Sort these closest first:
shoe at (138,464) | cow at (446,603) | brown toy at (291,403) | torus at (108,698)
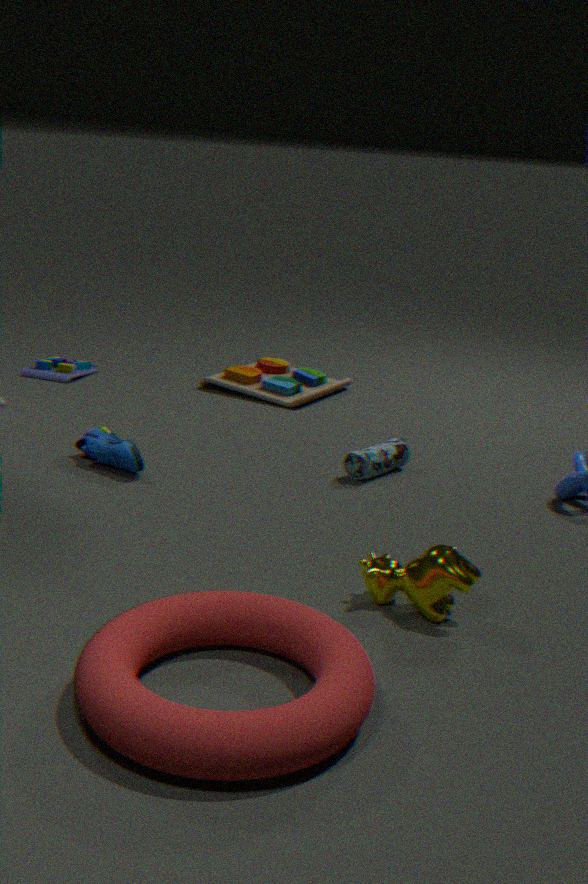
torus at (108,698) → cow at (446,603) → shoe at (138,464) → brown toy at (291,403)
